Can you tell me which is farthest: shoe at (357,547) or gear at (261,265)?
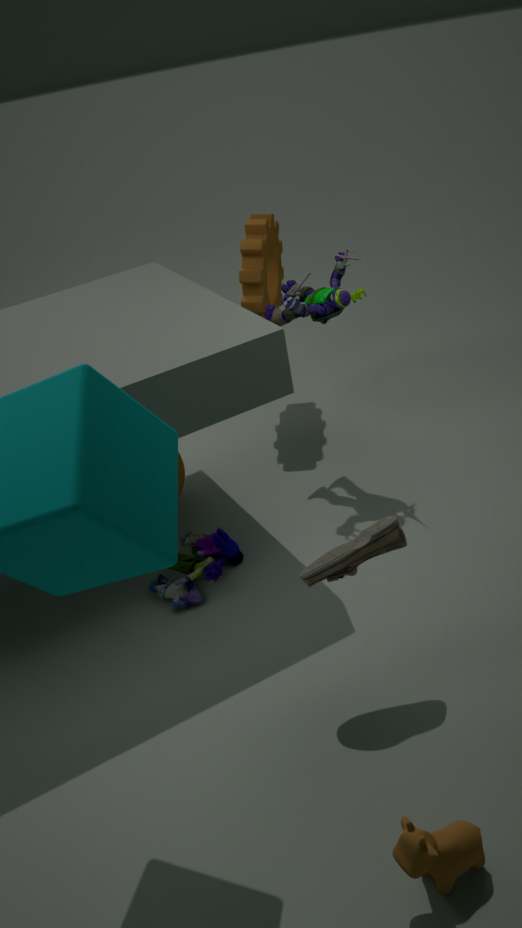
gear at (261,265)
